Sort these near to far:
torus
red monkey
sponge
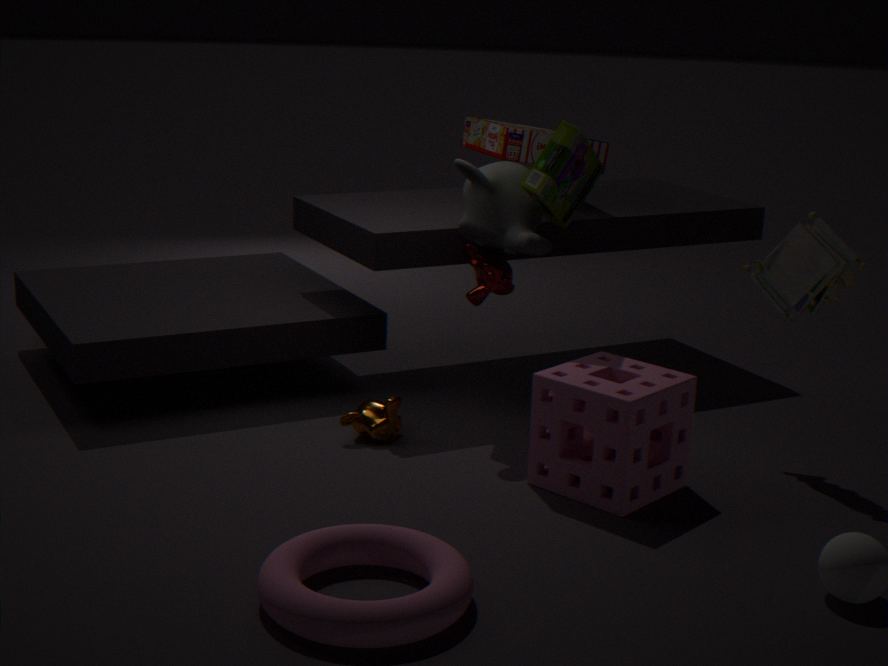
torus → sponge → red monkey
